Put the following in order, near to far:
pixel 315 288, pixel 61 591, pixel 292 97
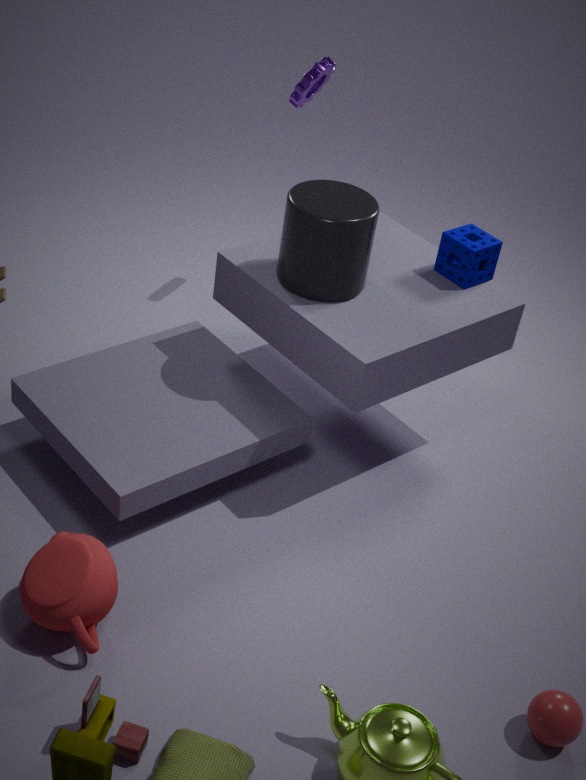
pixel 61 591 → pixel 315 288 → pixel 292 97
